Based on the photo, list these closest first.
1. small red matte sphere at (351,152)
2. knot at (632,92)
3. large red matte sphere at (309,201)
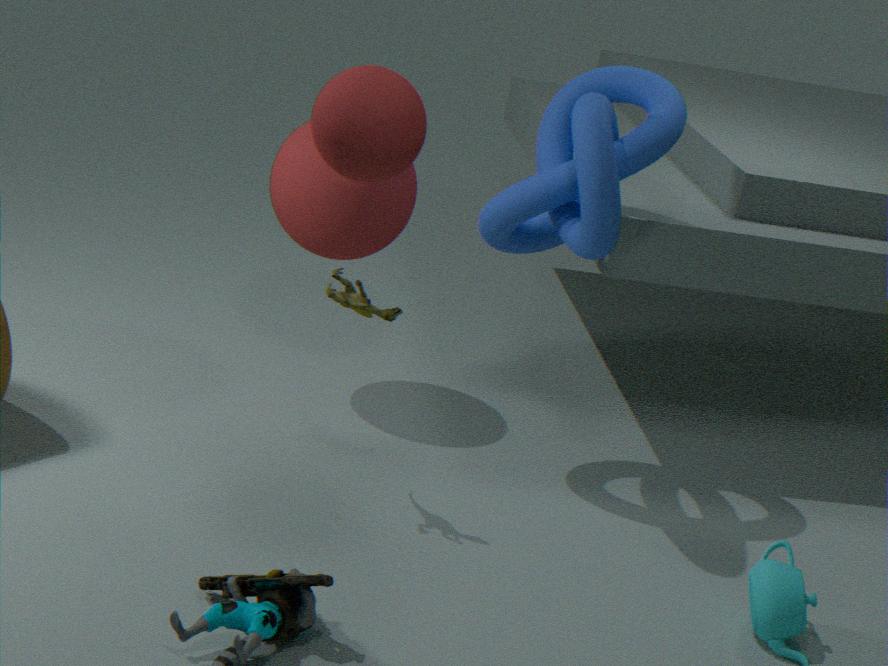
1. small red matte sphere at (351,152)
2. knot at (632,92)
3. large red matte sphere at (309,201)
